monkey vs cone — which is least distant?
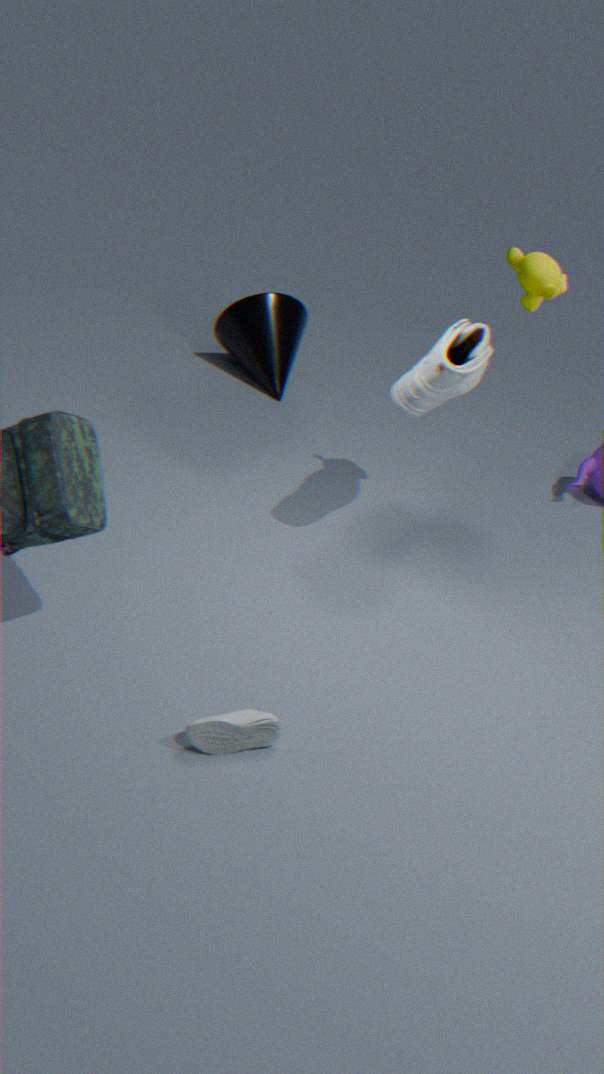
monkey
